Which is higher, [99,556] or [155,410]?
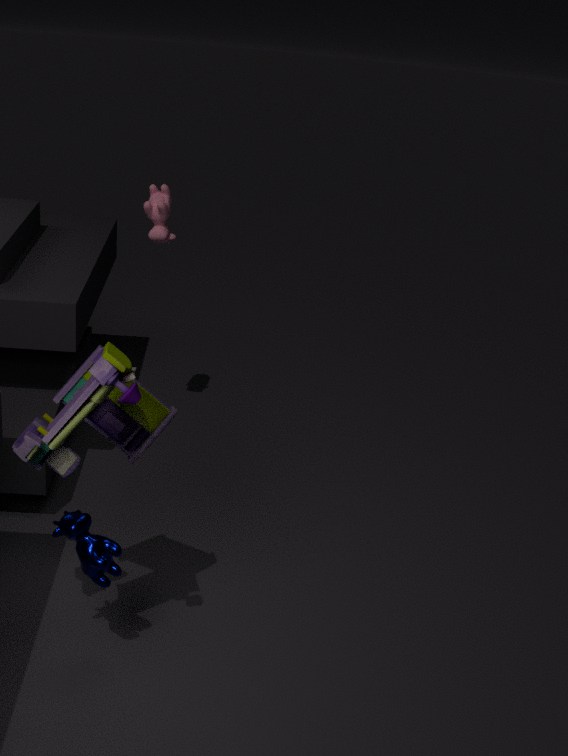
[155,410]
